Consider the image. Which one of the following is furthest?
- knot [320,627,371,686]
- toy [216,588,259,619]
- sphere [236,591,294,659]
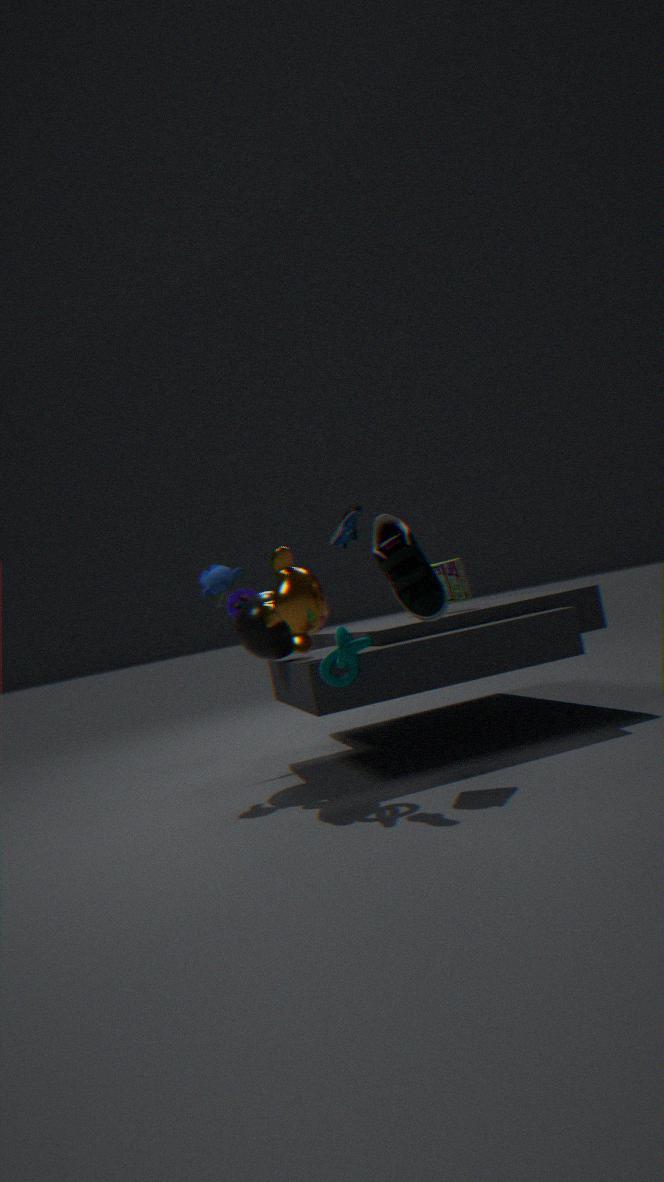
toy [216,588,259,619]
